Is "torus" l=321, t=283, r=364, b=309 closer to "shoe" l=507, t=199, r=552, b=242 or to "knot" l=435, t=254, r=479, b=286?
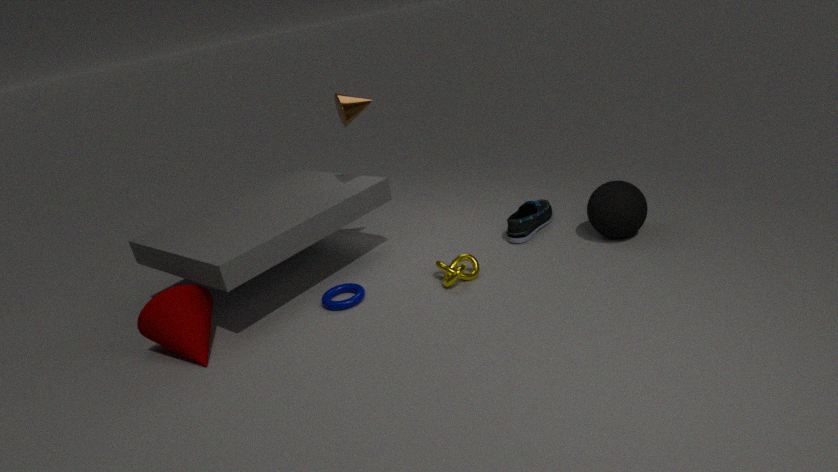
"knot" l=435, t=254, r=479, b=286
